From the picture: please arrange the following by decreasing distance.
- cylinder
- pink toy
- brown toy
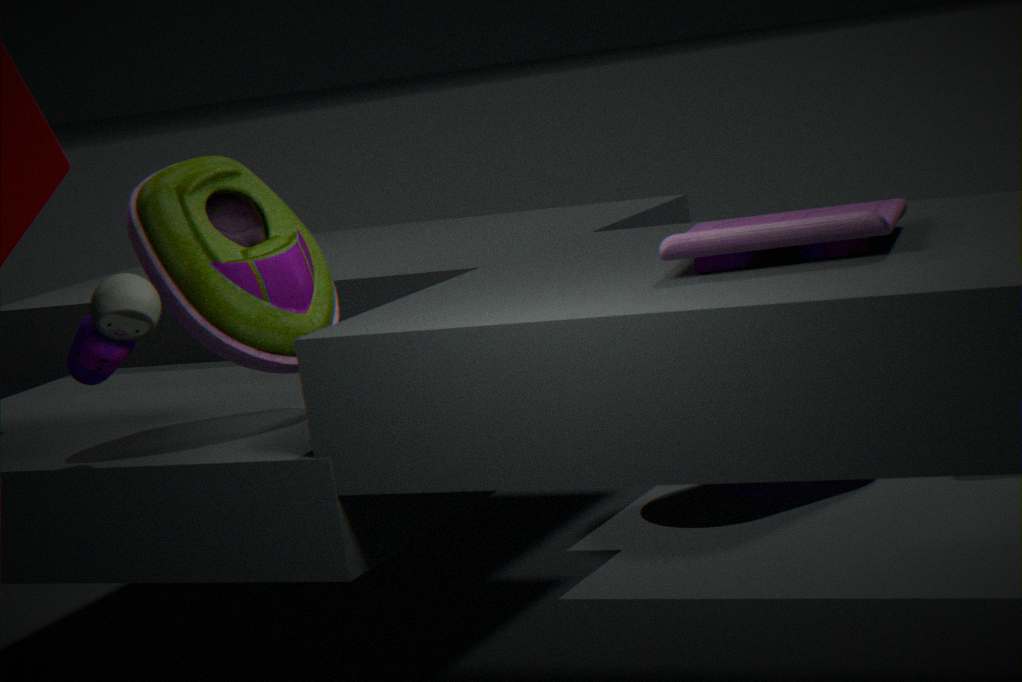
cylinder, brown toy, pink toy
